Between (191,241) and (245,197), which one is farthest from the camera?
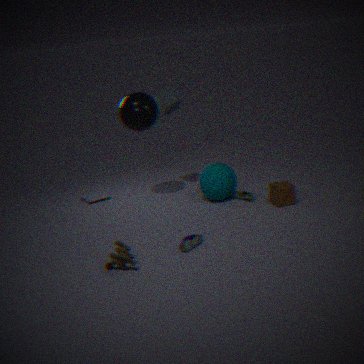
(245,197)
